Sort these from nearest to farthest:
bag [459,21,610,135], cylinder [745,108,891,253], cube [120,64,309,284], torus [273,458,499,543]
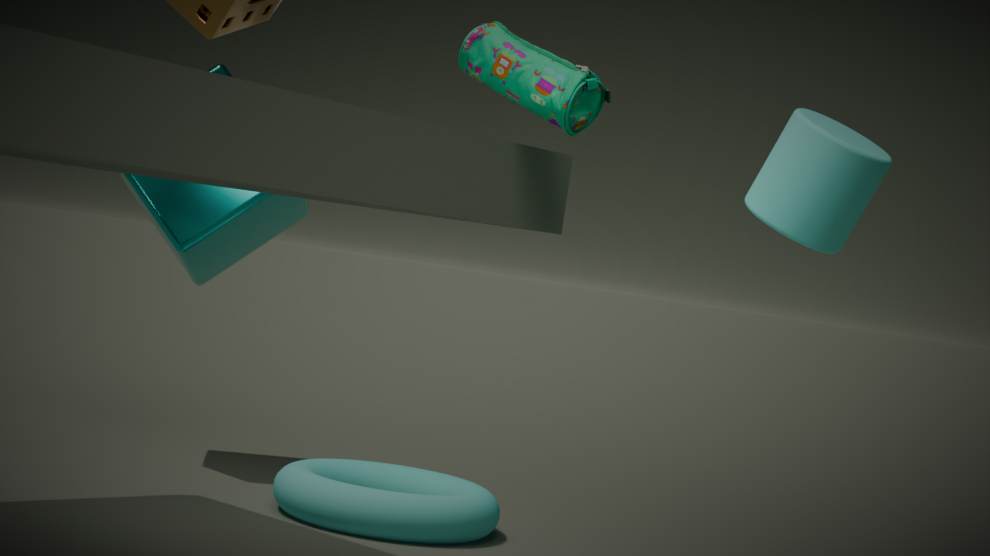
1. bag [459,21,610,135]
2. cylinder [745,108,891,253]
3. torus [273,458,499,543]
4. cube [120,64,309,284]
